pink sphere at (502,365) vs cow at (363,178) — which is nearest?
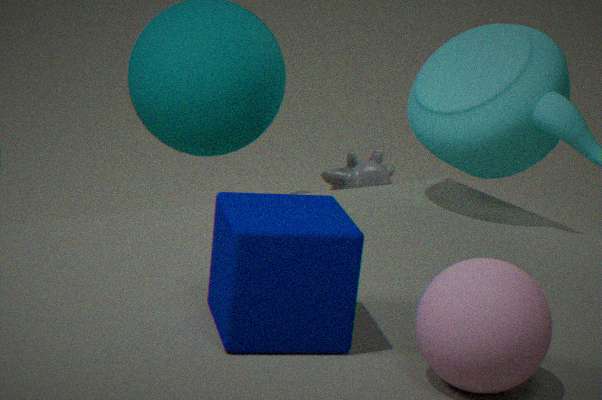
pink sphere at (502,365)
